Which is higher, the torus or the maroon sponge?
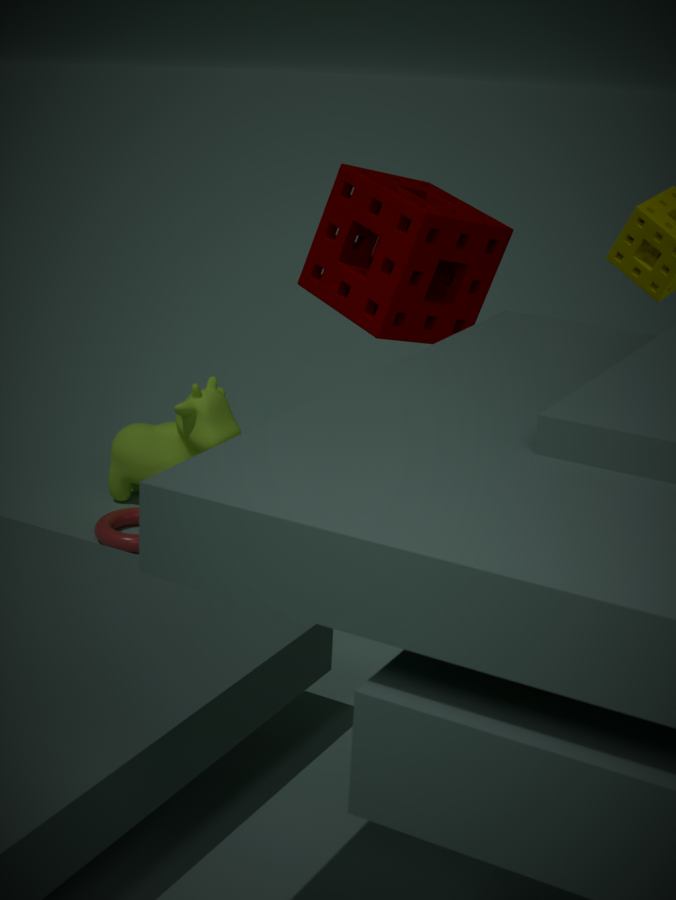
the maroon sponge
